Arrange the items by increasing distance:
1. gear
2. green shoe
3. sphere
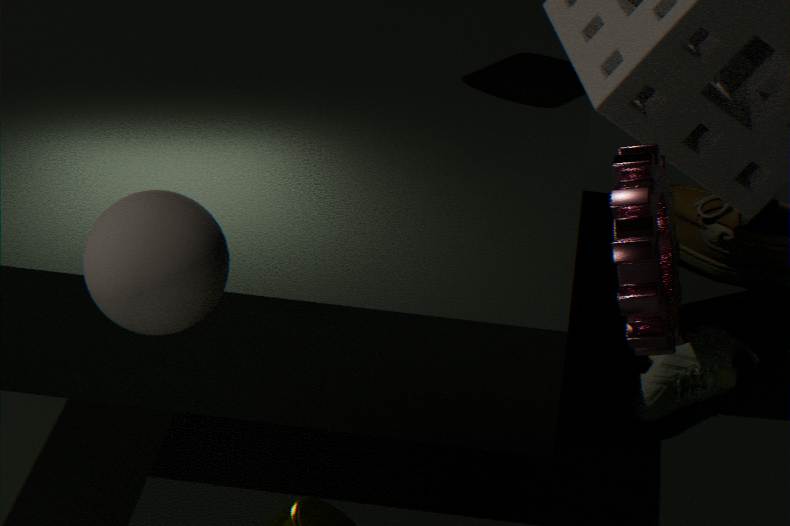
sphere → gear → green shoe
